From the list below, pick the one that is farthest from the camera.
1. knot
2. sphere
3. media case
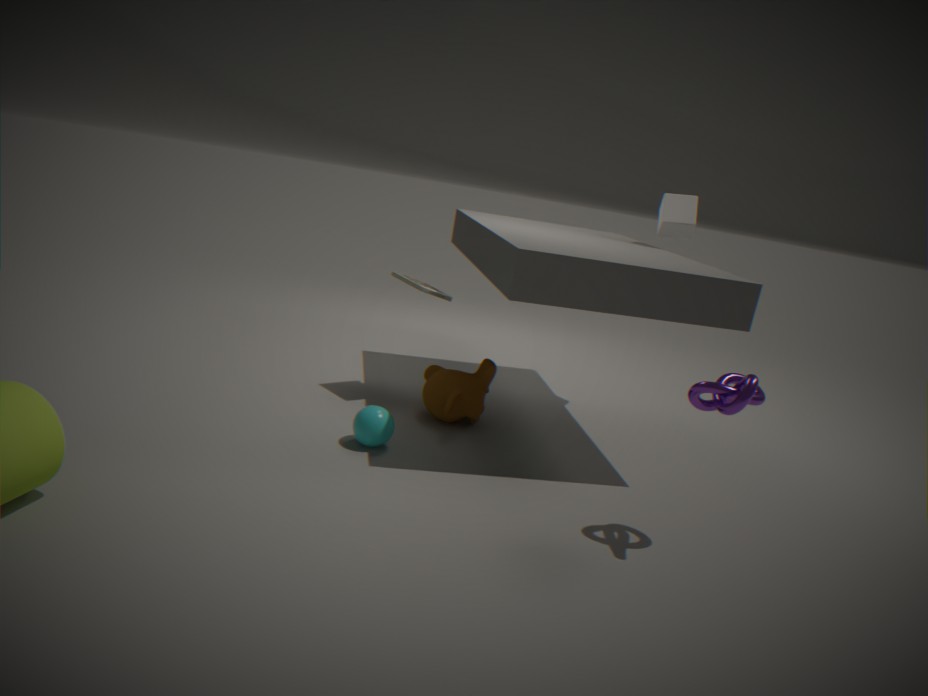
media case
